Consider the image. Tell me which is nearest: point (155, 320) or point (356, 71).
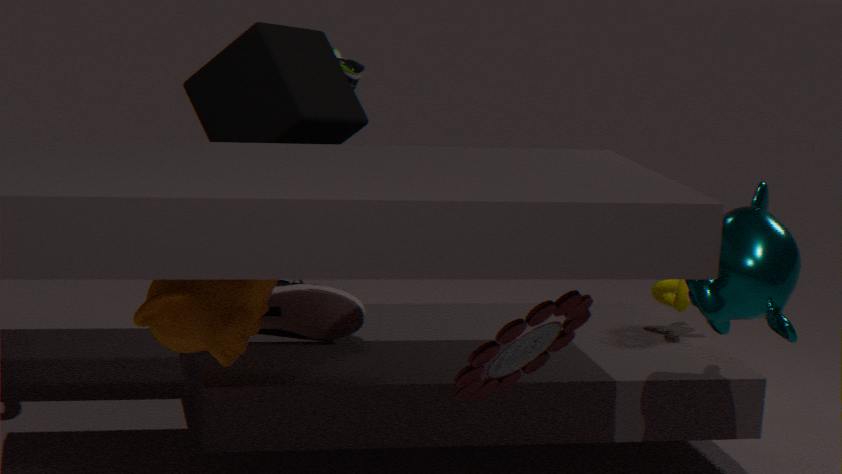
point (155, 320)
